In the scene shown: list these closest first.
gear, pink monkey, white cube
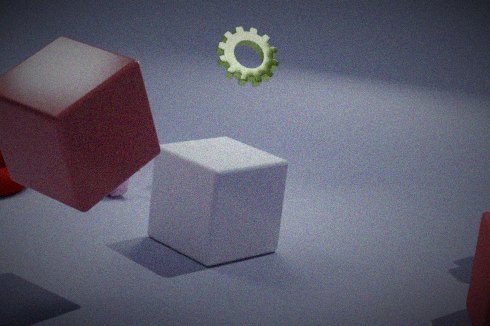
white cube < pink monkey < gear
